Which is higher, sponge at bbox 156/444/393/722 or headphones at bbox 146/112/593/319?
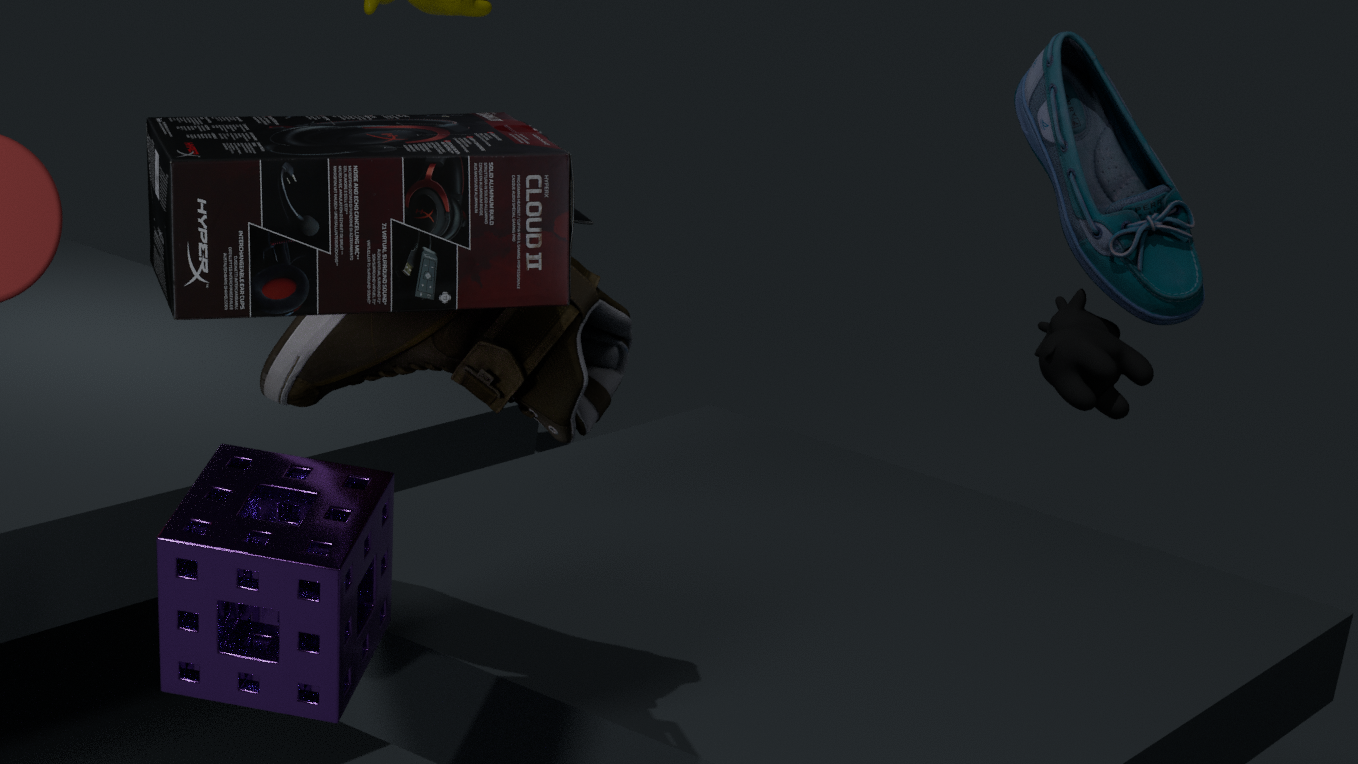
headphones at bbox 146/112/593/319
